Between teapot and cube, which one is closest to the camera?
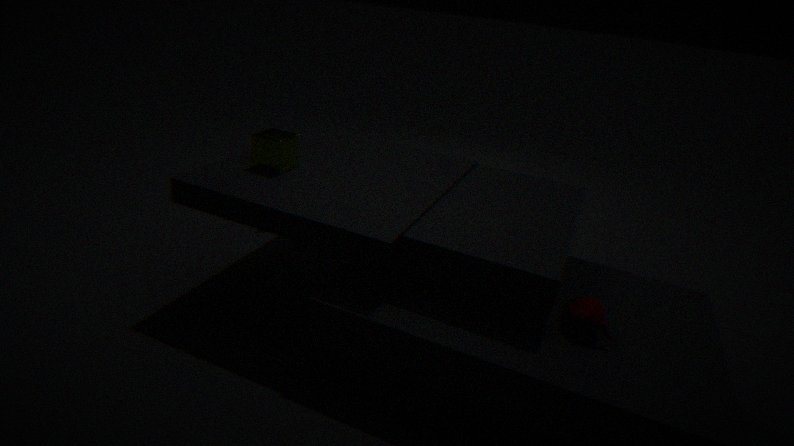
teapot
